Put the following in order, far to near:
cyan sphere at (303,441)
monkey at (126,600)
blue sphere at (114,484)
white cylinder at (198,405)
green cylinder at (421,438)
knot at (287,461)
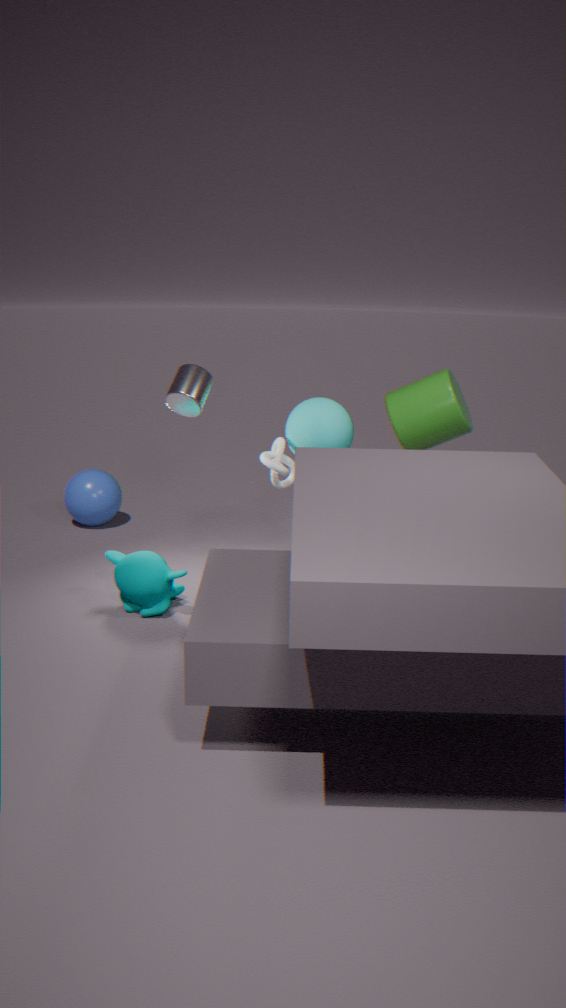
blue sphere at (114,484), knot at (287,461), cyan sphere at (303,441), green cylinder at (421,438), monkey at (126,600), white cylinder at (198,405)
